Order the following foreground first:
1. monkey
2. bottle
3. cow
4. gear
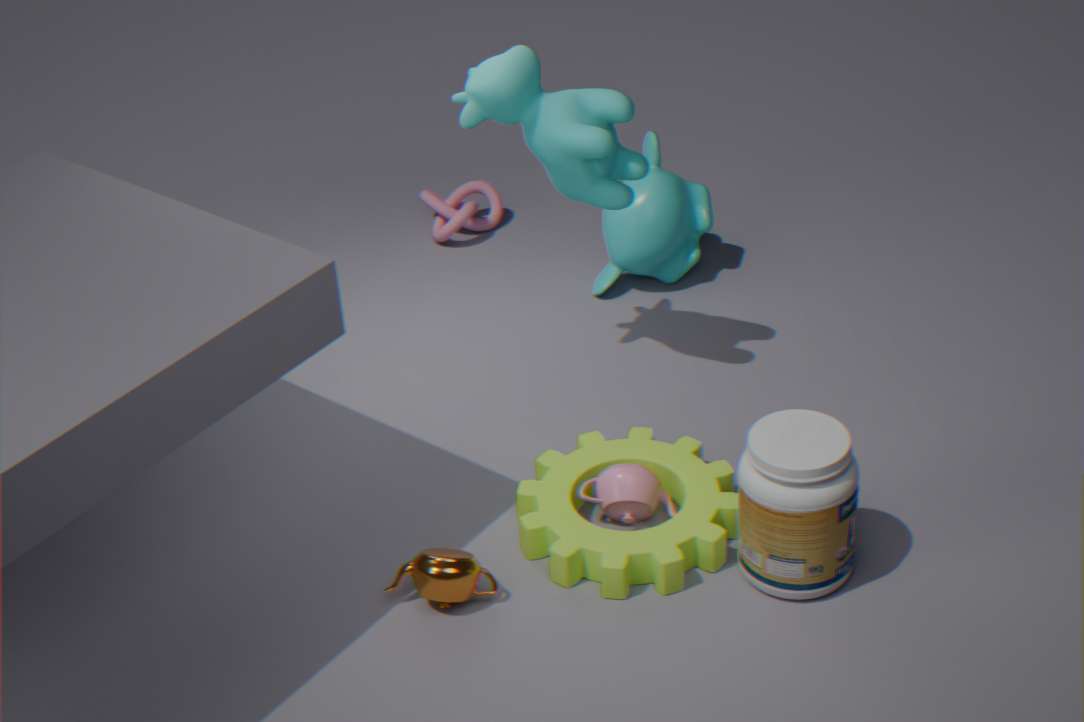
1. bottle
2. gear
3. cow
4. monkey
